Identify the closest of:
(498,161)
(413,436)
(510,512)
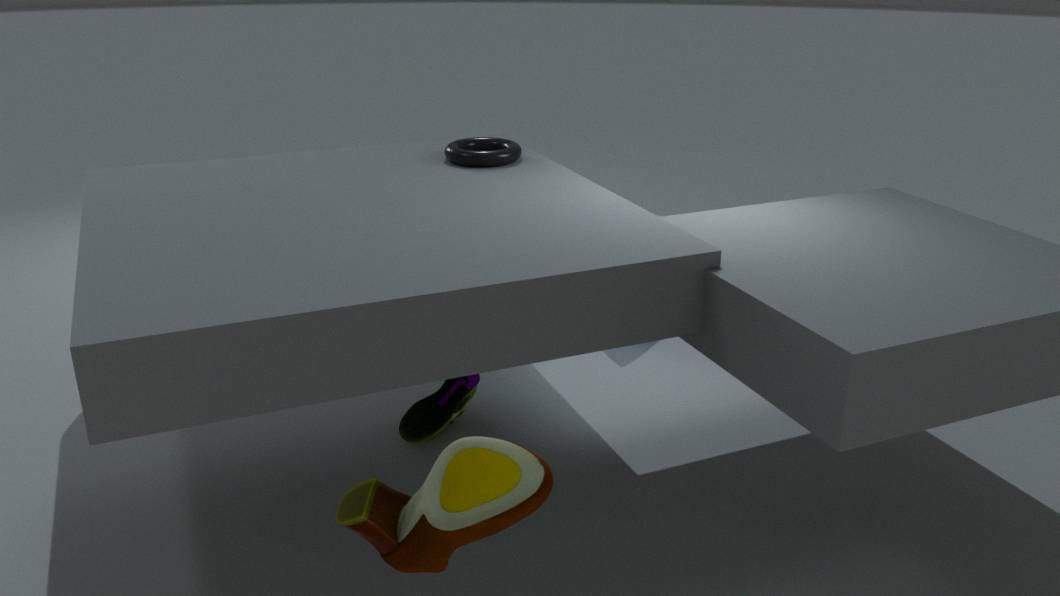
(510,512)
